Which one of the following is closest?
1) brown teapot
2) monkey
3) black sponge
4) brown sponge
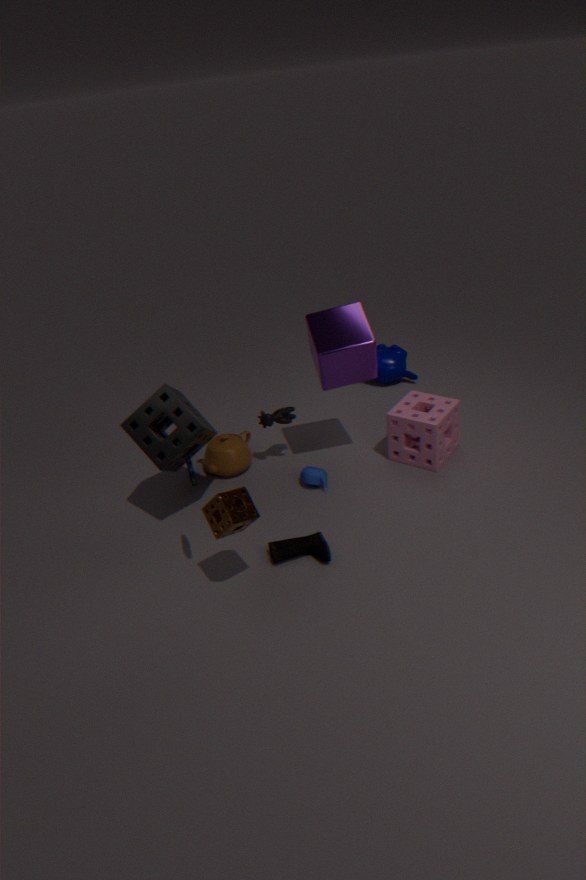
4. brown sponge
